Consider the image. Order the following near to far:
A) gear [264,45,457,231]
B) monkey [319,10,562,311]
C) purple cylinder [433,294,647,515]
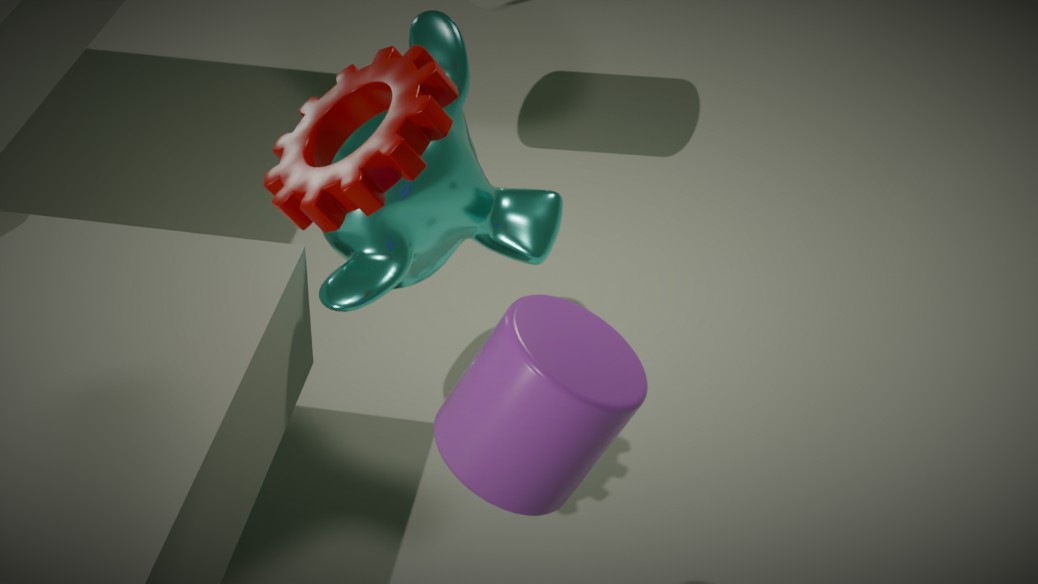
purple cylinder [433,294,647,515]
gear [264,45,457,231]
monkey [319,10,562,311]
